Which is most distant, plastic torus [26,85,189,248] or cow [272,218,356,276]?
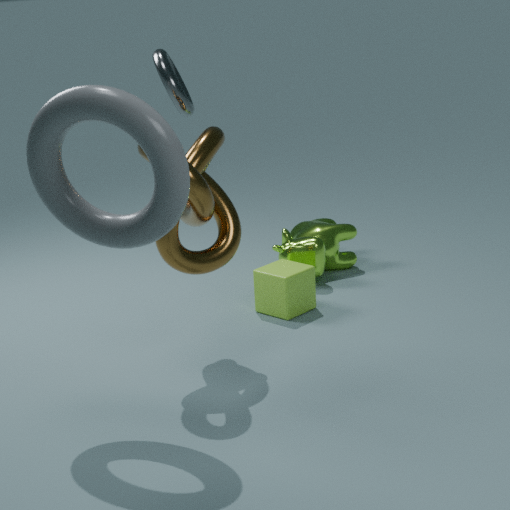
cow [272,218,356,276]
